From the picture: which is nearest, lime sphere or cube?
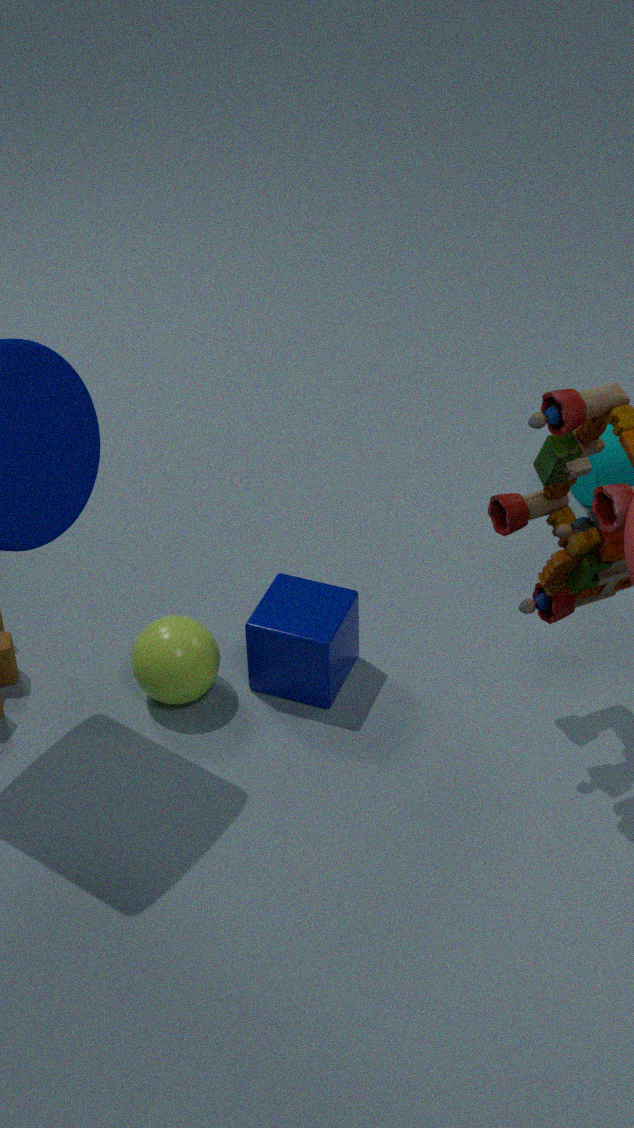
lime sphere
